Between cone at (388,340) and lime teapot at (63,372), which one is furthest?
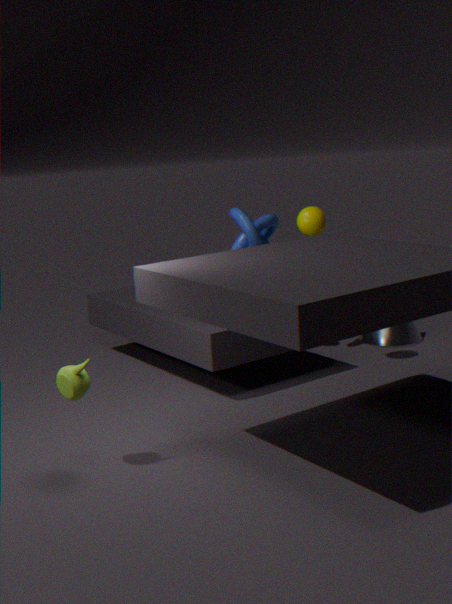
cone at (388,340)
